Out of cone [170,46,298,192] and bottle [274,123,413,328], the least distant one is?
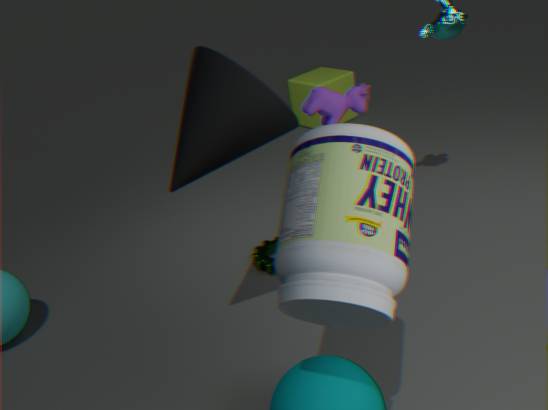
bottle [274,123,413,328]
